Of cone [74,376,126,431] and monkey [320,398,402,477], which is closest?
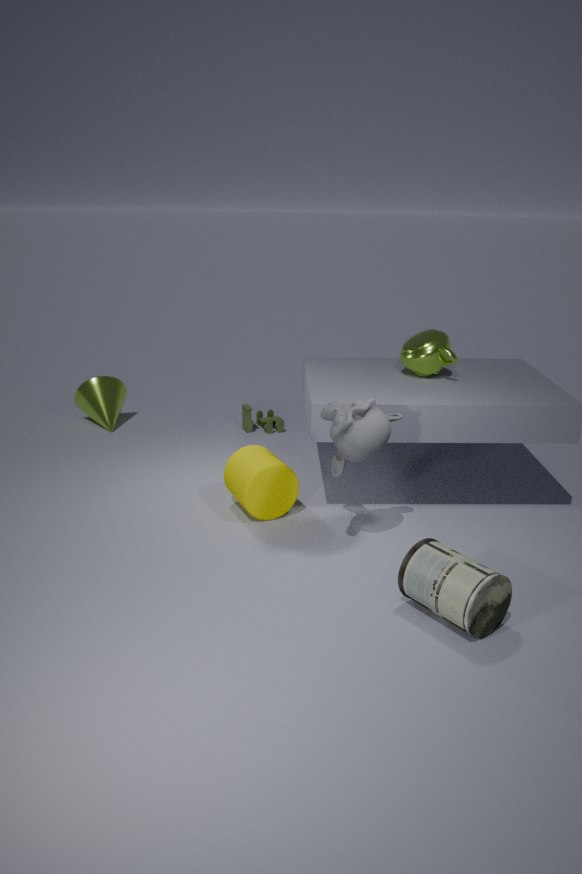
monkey [320,398,402,477]
